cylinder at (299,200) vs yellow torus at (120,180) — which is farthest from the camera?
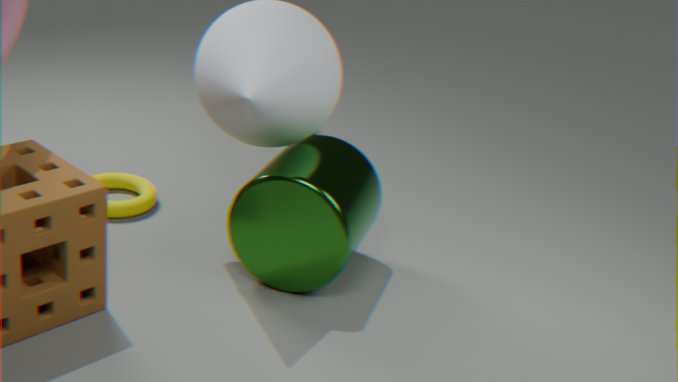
yellow torus at (120,180)
